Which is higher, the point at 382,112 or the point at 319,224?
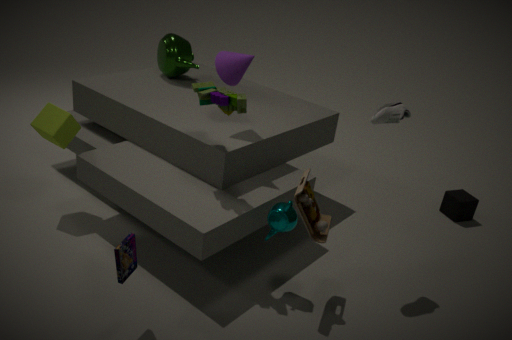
the point at 382,112
